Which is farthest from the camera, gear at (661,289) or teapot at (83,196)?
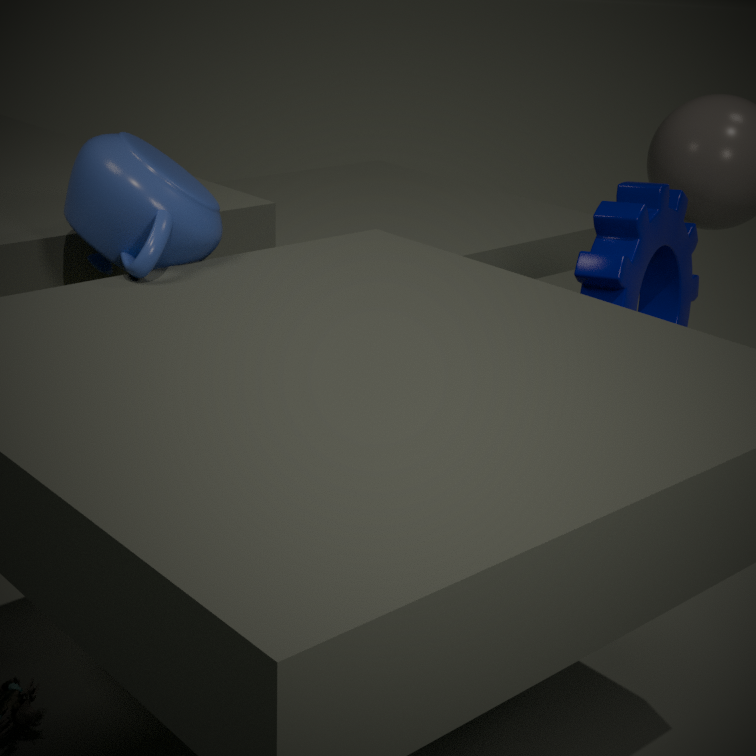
gear at (661,289)
